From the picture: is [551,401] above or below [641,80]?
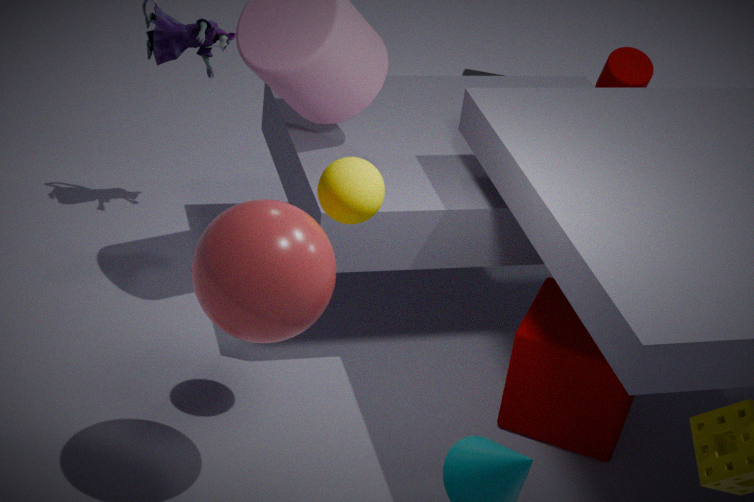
below
